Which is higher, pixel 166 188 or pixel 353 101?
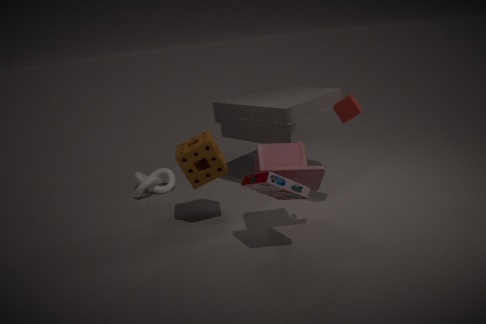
pixel 353 101
